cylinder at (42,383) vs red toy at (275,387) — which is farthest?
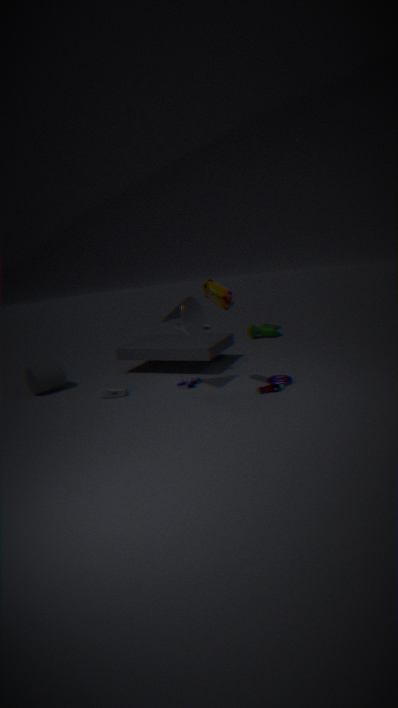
cylinder at (42,383)
